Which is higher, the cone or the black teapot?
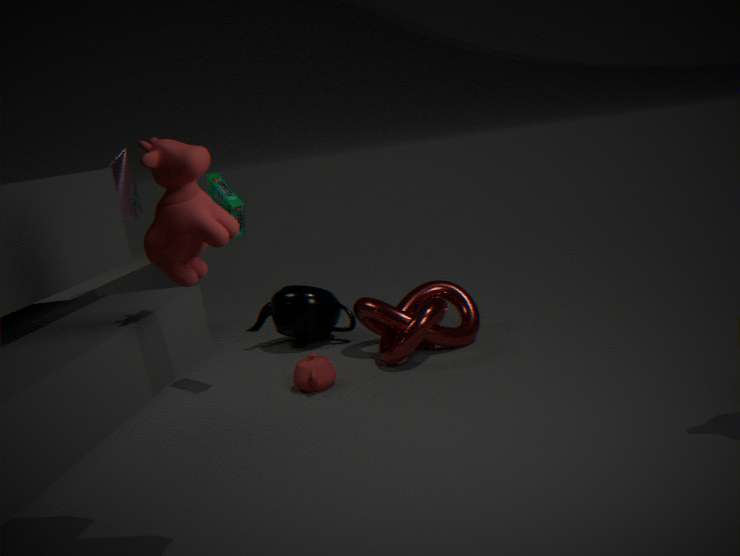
the cone
